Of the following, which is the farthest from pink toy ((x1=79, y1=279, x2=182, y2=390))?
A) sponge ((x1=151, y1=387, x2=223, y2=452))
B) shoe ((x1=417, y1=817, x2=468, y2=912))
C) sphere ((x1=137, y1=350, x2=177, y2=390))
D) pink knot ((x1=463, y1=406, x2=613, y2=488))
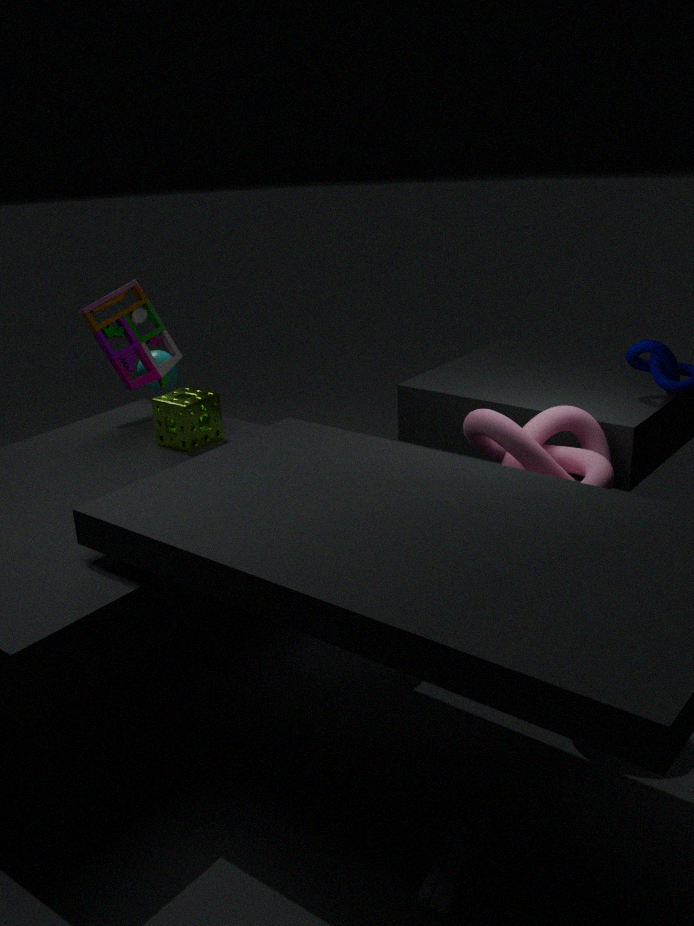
shoe ((x1=417, y1=817, x2=468, y2=912))
